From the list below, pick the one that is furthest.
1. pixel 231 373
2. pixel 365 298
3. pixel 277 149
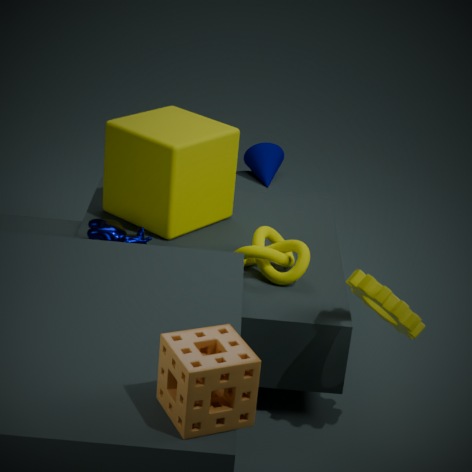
pixel 277 149
